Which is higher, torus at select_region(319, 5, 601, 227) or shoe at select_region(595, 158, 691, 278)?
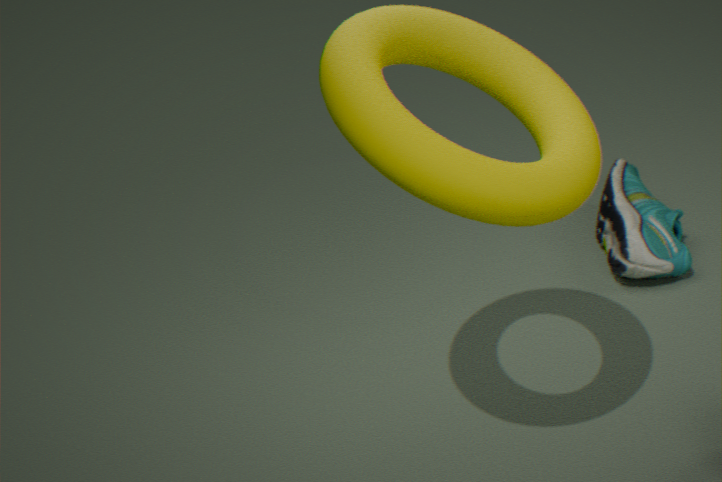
torus at select_region(319, 5, 601, 227)
